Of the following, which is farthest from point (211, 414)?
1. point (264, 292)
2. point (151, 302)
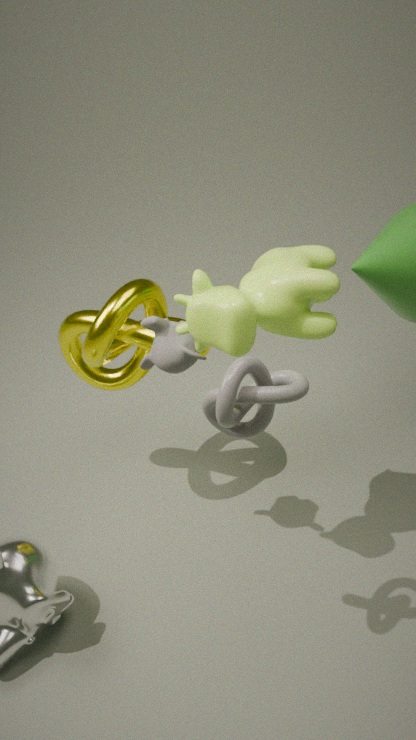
point (151, 302)
